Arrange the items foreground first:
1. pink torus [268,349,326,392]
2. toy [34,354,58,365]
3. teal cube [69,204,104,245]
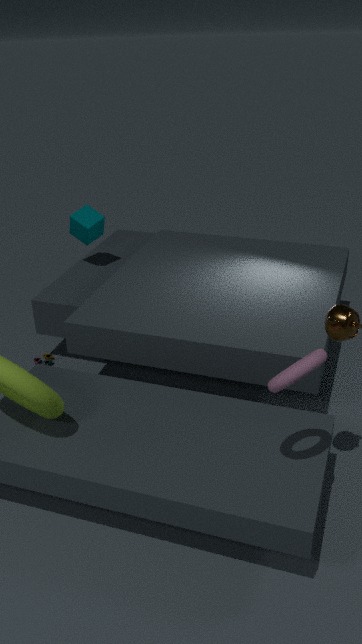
1. pink torus [268,349,326,392]
2. toy [34,354,58,365]
3. teal cube [69,204,104,245]
